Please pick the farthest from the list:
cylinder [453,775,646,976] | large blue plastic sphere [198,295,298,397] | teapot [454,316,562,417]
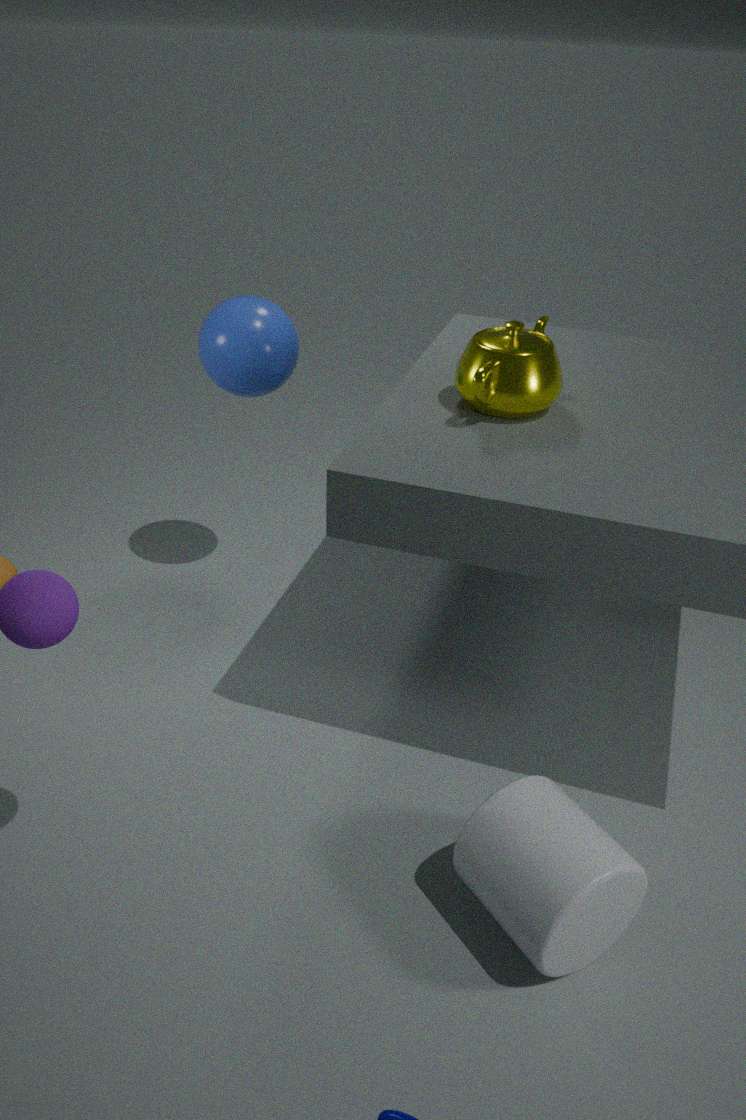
large blue plastic sphere [198,295,298,397]
